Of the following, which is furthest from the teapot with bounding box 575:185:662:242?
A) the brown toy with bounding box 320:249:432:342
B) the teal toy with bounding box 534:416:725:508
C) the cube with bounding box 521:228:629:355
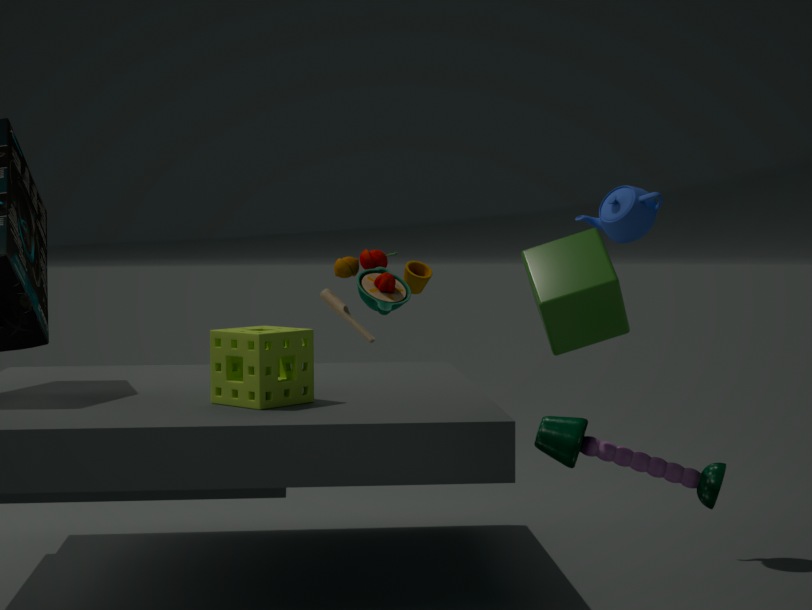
the brown toy with bounding box 320:249:432:342
